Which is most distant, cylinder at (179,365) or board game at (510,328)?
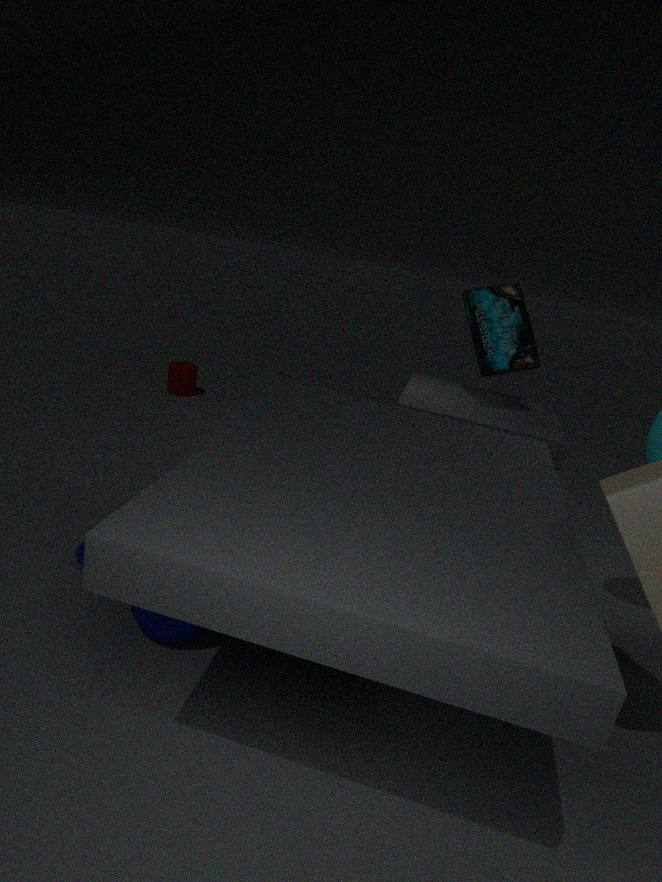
cylinder at (179,365)
